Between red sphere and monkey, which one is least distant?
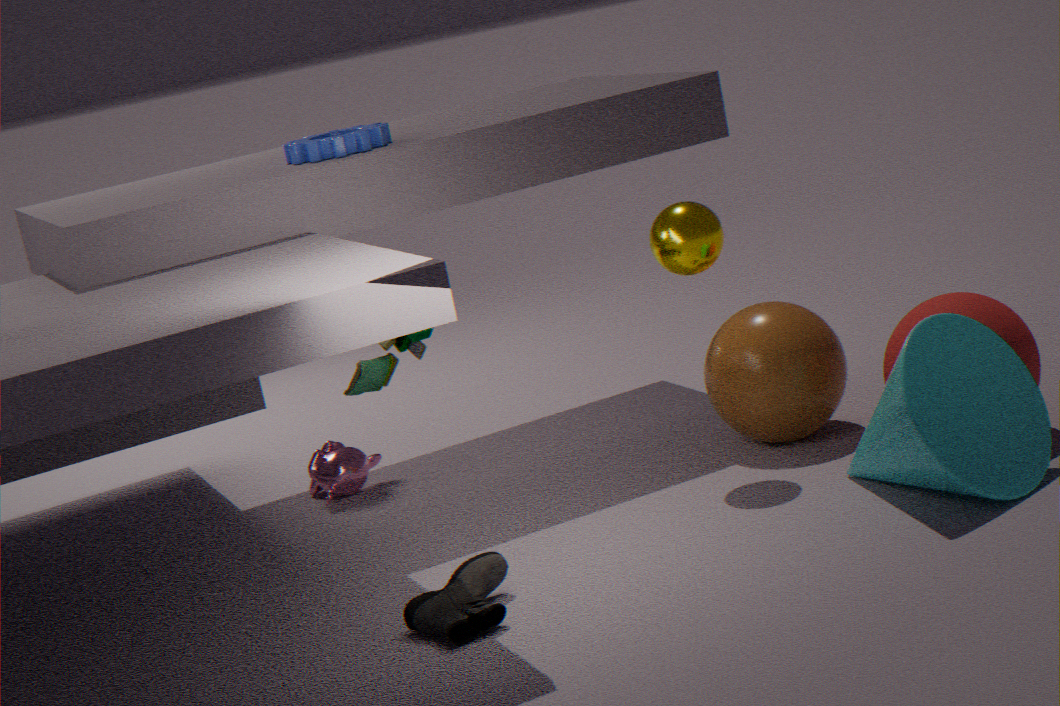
red sphere
